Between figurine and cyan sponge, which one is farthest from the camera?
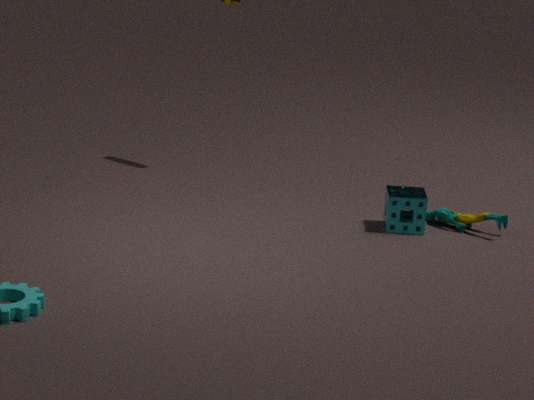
figurine
